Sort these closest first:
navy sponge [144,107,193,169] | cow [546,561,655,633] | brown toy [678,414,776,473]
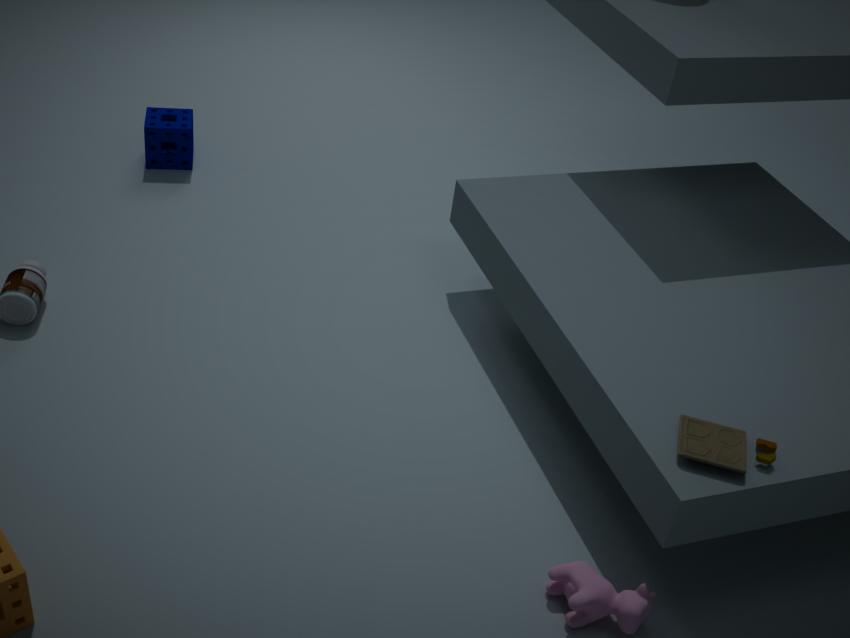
1. brown toy [678,414,776,473]
2. cow [546,561,655,633]
3. navy sponge [144,107,193,169]
